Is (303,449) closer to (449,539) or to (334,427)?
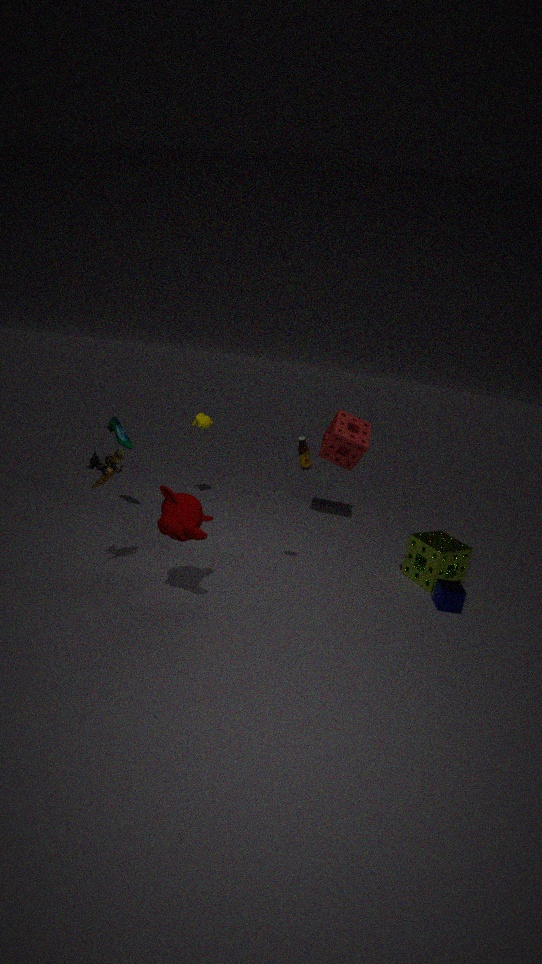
(334,427)
